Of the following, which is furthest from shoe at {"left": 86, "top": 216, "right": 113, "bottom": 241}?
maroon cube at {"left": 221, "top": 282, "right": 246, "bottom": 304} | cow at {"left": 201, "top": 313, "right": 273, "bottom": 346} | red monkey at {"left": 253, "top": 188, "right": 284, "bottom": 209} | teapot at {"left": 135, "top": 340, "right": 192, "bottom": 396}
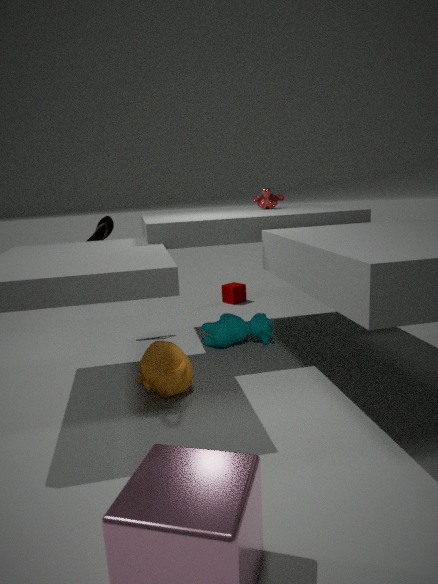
maroon cube at {"left": 221, "top": 282, "right": 246, "bottom": 304}
